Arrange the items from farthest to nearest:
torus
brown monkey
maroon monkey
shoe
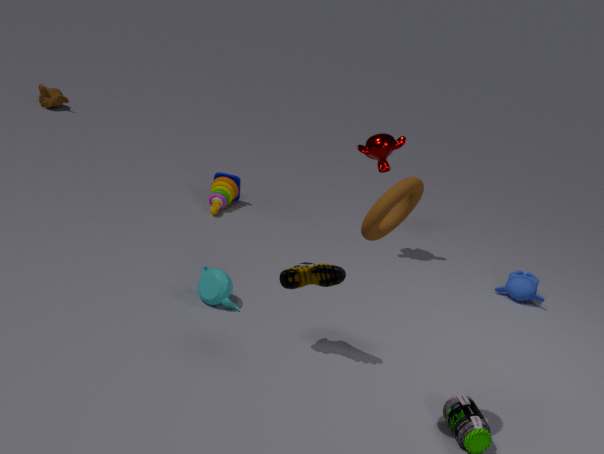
brown monkey < maroon monkey < shoe < torus
